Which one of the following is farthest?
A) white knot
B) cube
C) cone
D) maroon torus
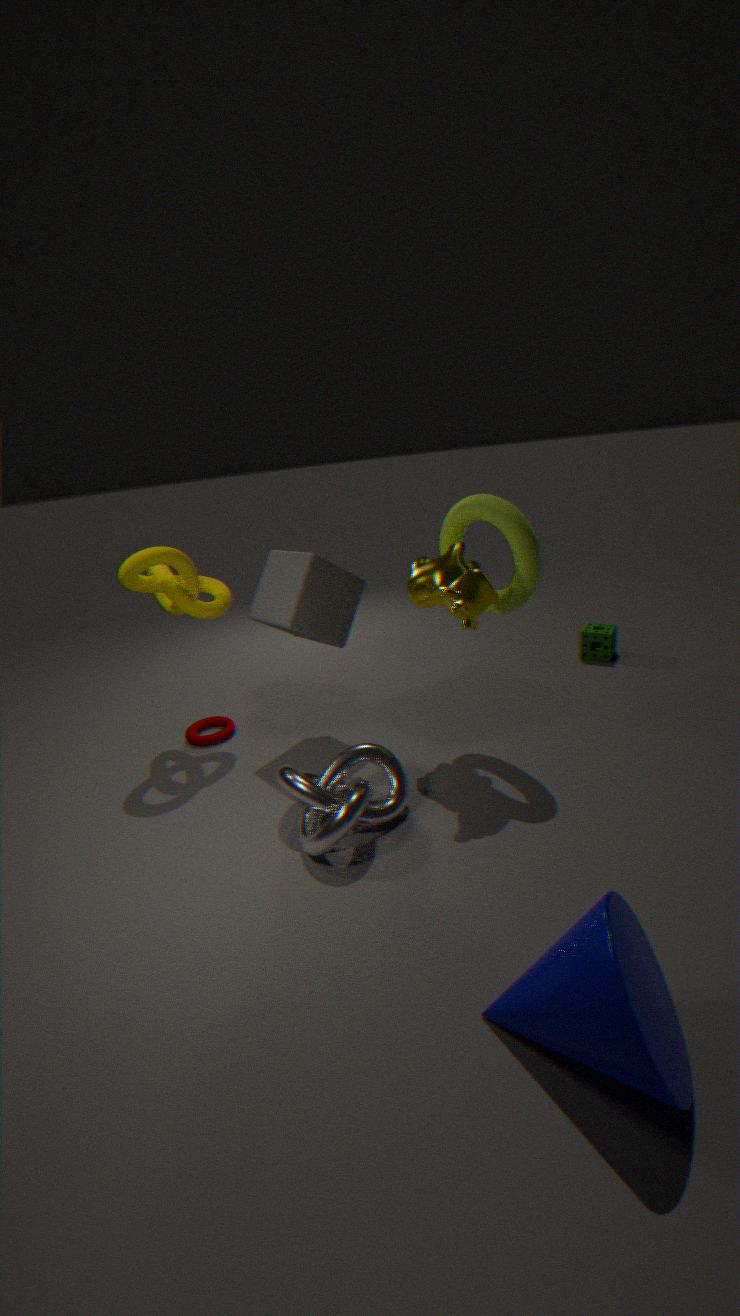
maroon torus
